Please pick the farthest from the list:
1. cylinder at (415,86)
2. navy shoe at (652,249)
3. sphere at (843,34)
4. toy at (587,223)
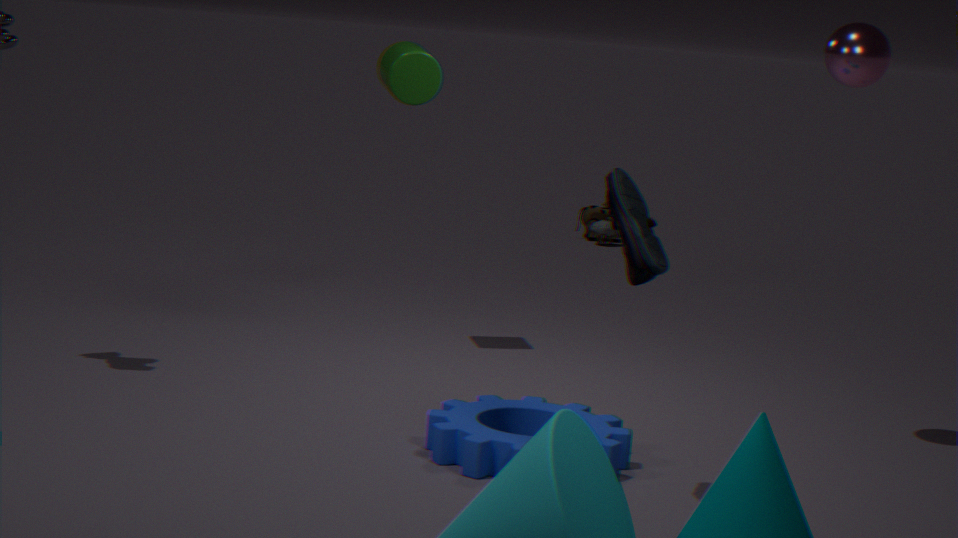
toy at (587,223)
